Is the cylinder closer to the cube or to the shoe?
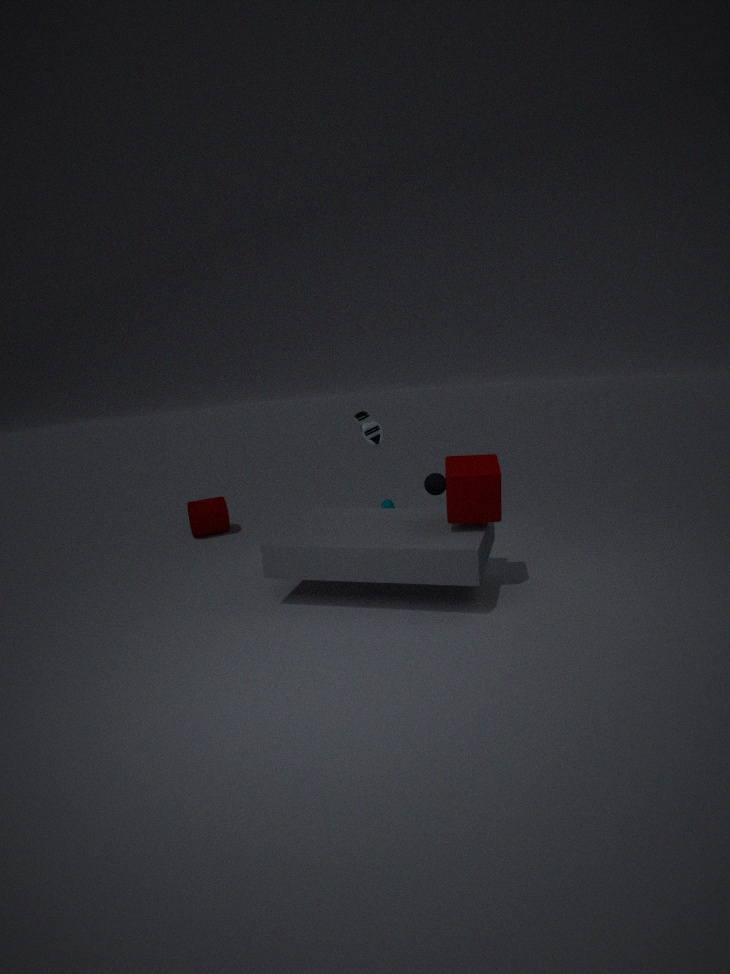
the shoe
